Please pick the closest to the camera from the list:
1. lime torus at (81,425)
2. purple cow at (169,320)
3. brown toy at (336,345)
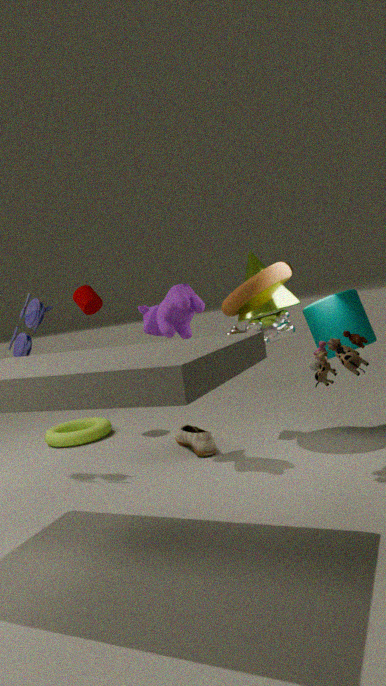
brown toy at (336,345)
